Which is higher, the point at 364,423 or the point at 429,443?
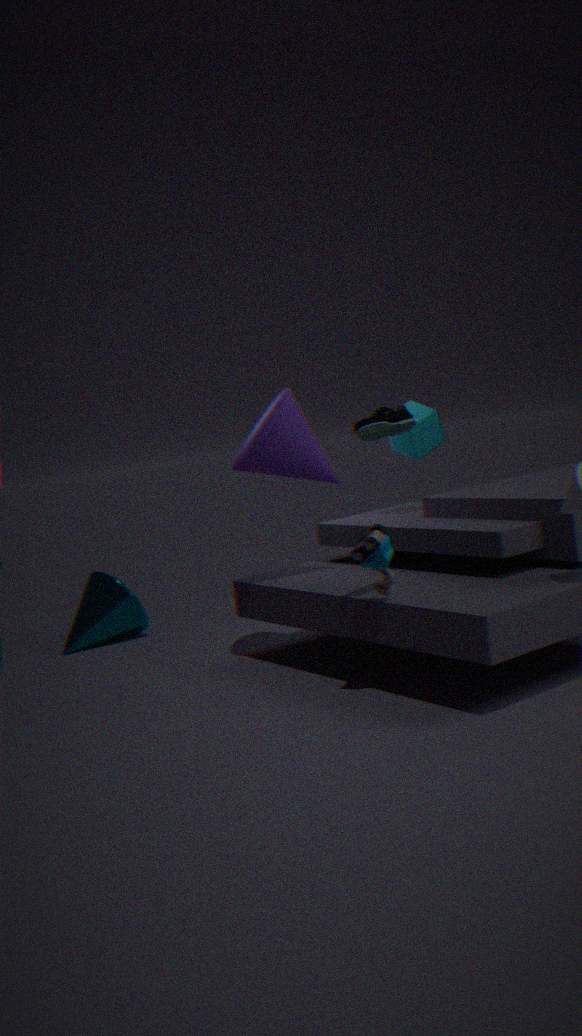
the point at 364,423
